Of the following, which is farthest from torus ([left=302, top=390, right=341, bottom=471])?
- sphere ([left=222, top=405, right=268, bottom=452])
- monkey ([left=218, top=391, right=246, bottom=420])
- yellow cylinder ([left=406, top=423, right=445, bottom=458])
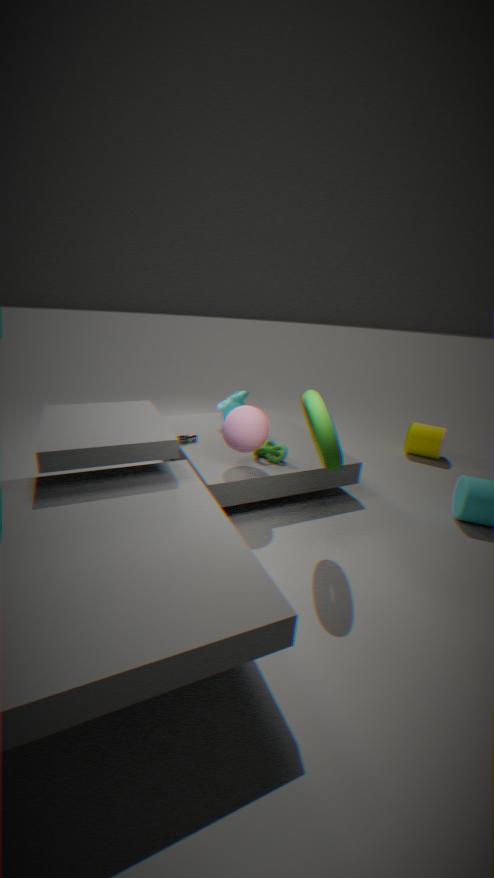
yellow cylinder ([left=406, top=423, right=445, bottom=458])
